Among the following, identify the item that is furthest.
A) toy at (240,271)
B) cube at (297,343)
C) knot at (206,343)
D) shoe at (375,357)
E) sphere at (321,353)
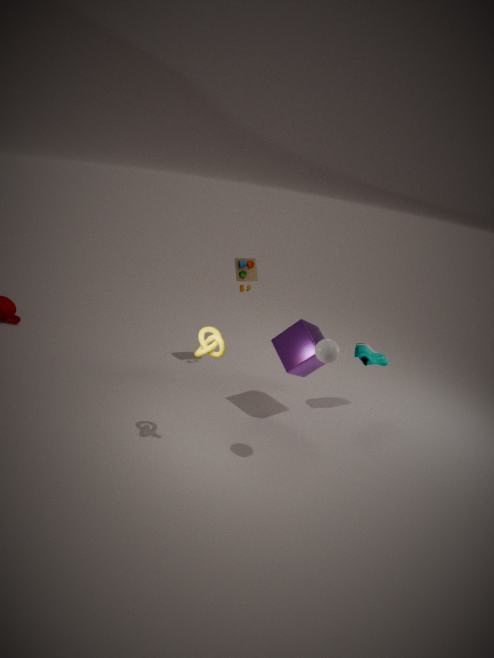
toy at (240,271)
